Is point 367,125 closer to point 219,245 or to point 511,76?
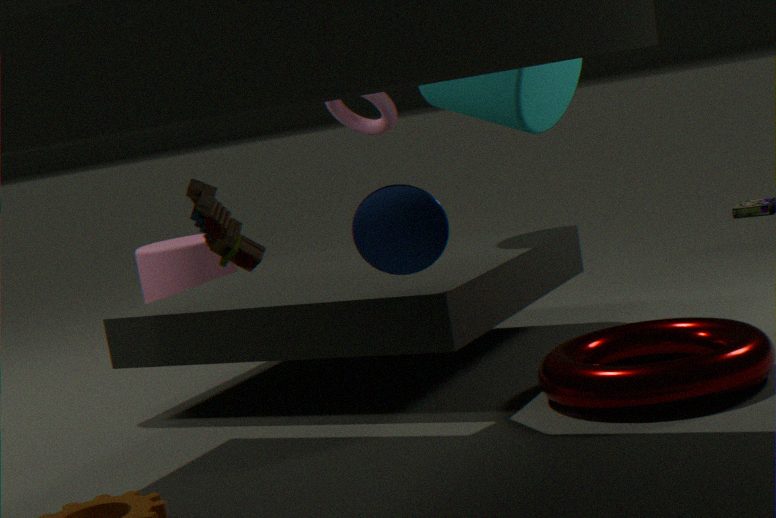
point 511,76
